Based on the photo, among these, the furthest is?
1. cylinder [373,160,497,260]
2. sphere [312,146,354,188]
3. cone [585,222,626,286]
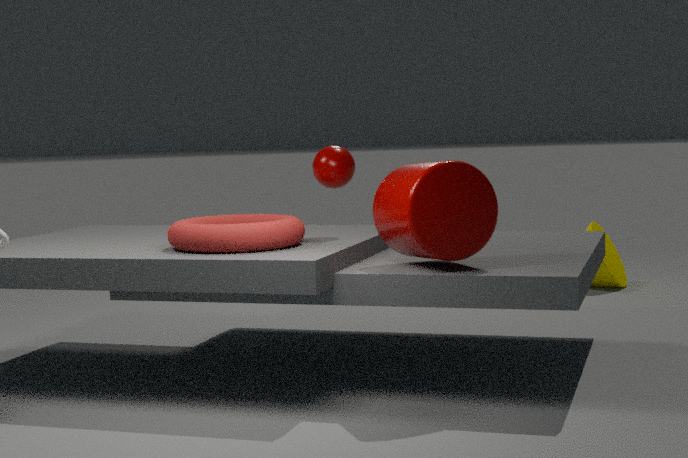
cone [585,222,626,286]
